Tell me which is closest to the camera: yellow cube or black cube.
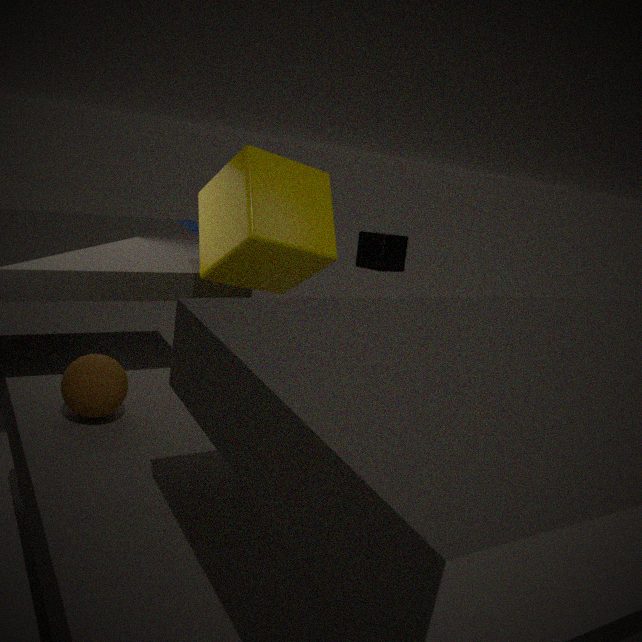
yellow cube
